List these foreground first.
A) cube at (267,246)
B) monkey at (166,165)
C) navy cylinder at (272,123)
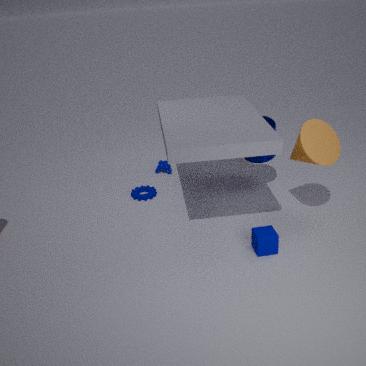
cube at (267,246) → navy cylinder at (272,123) → monkey at (166,165)
